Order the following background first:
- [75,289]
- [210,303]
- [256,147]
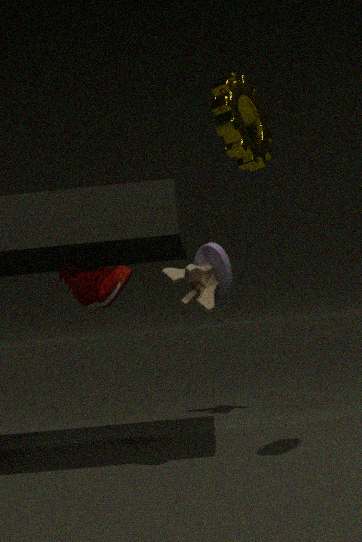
[210,303] < [75,289] < [256,147]
